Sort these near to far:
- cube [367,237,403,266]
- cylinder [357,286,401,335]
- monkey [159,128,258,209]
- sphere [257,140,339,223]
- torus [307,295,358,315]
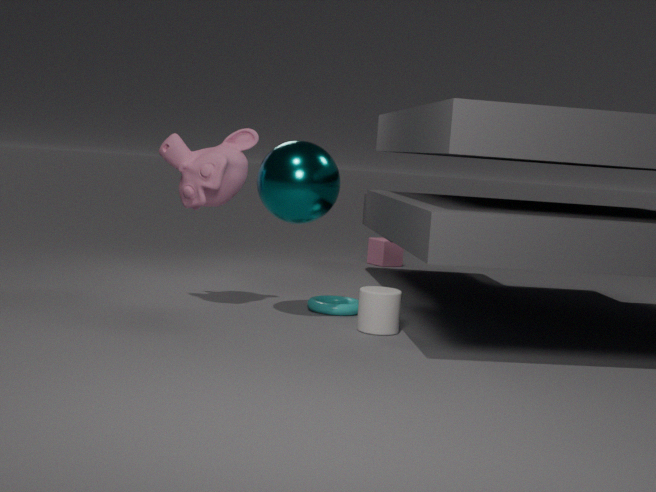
sphere [257,140,339,223]
cylinder [357,286,401,335]
monkey [159,128,258,209]
torus [307,295,358,315]
cube [367,237,403,266]
